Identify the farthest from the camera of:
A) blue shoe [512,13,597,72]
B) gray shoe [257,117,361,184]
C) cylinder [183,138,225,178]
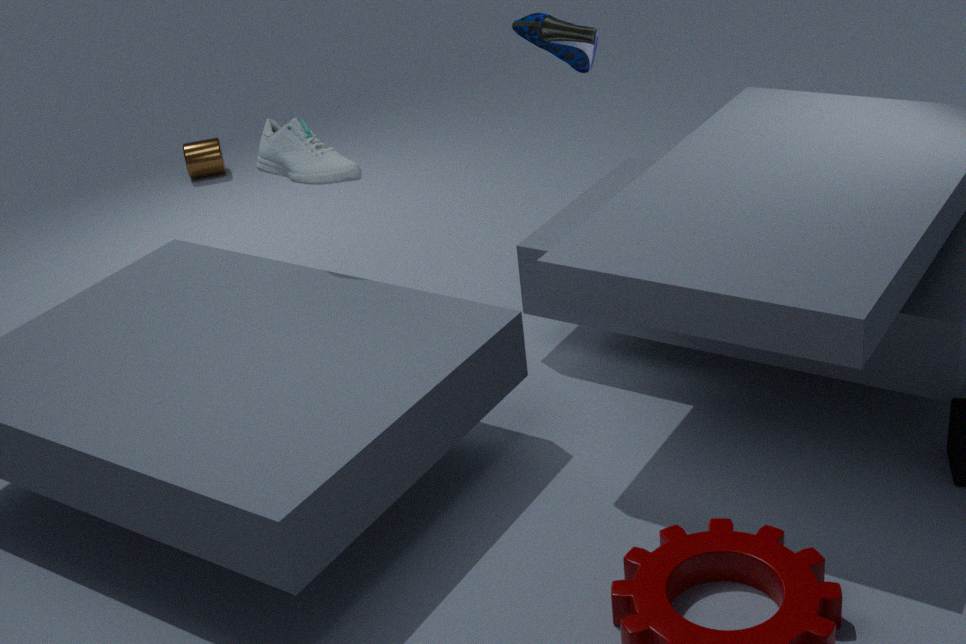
cylinder [183,138,225,178]
